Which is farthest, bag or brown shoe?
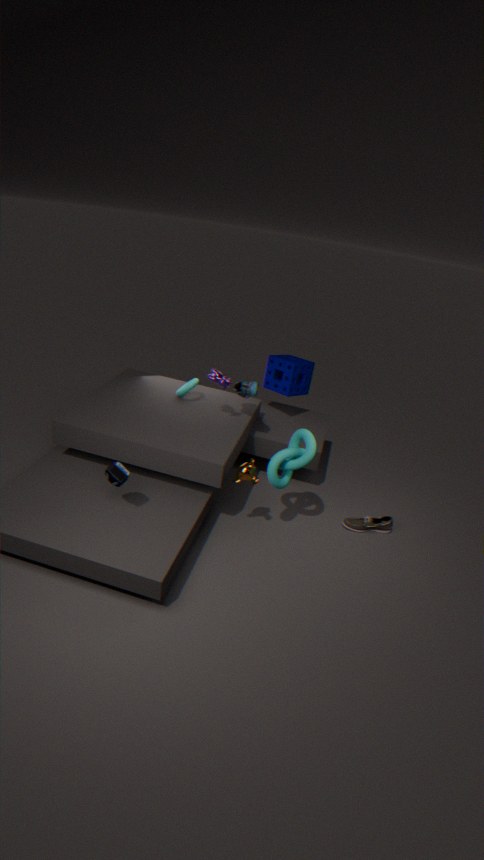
brown shoe
